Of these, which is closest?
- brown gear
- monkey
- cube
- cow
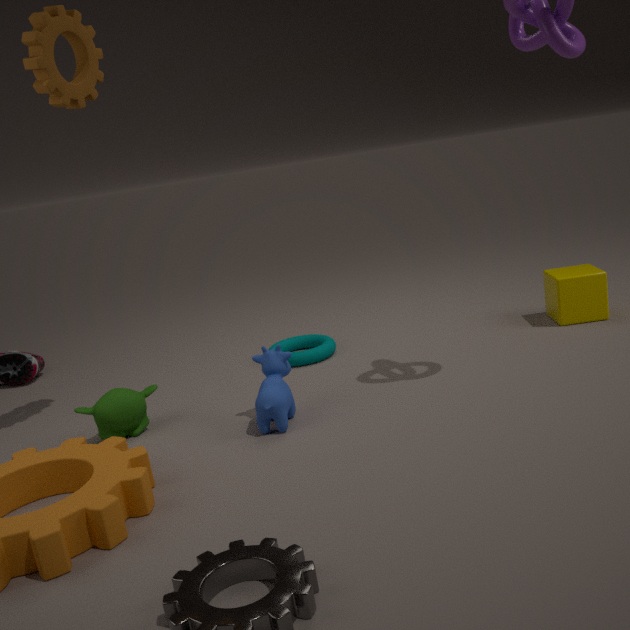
brown gear
